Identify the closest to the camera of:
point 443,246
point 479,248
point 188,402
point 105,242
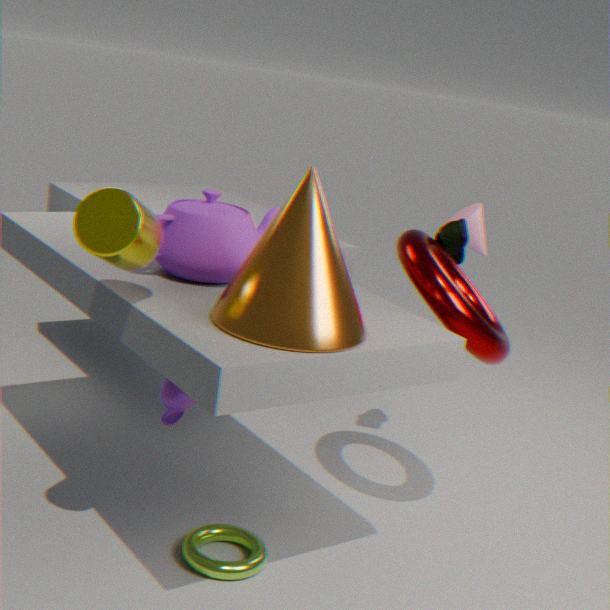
point 105,242
